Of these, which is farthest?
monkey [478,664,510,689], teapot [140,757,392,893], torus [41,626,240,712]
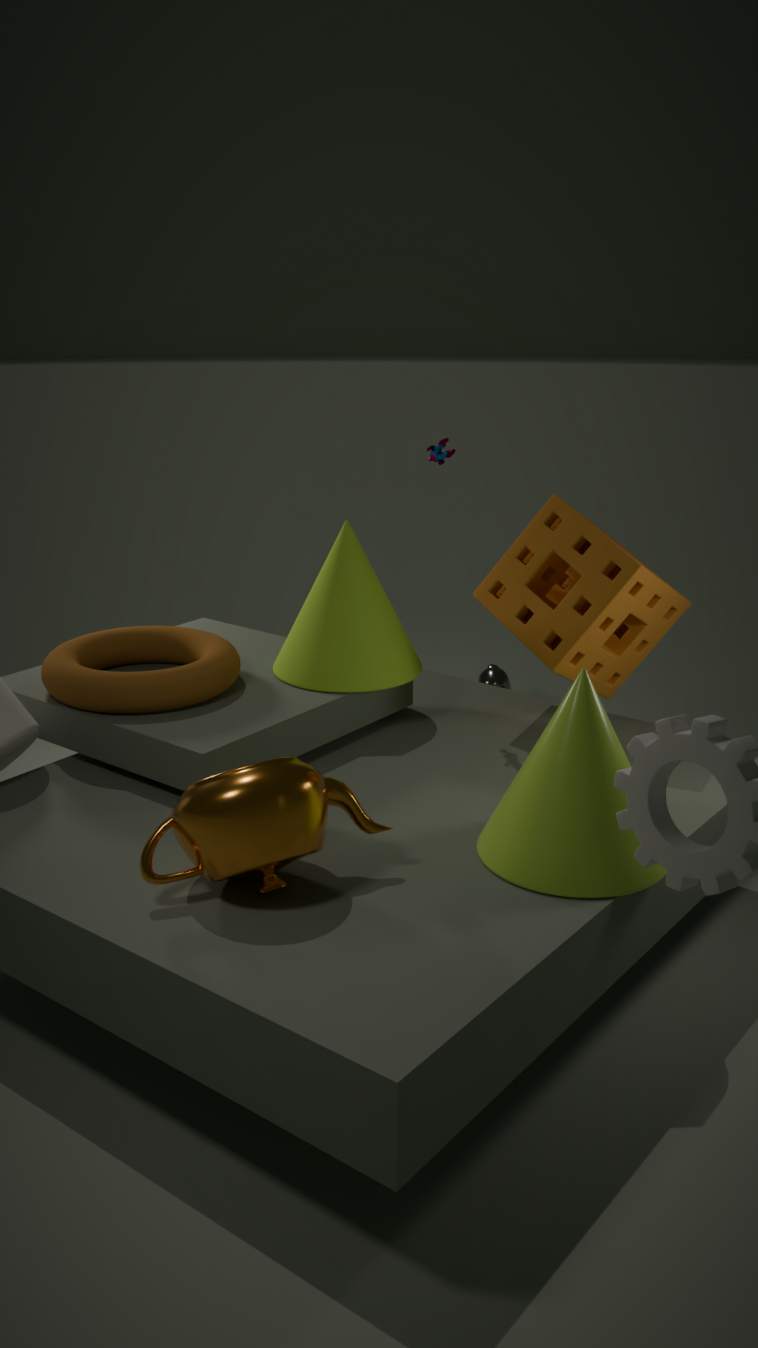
monkey [478,664,510,689]
